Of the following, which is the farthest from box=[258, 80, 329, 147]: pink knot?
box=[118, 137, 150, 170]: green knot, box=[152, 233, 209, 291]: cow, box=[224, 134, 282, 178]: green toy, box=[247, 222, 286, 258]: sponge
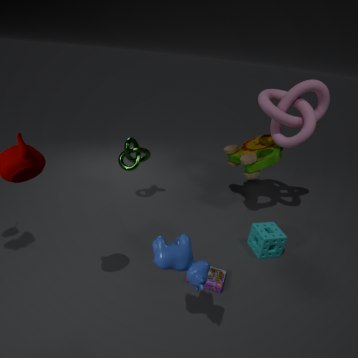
box=[152, 233, 209, 291]: cow
